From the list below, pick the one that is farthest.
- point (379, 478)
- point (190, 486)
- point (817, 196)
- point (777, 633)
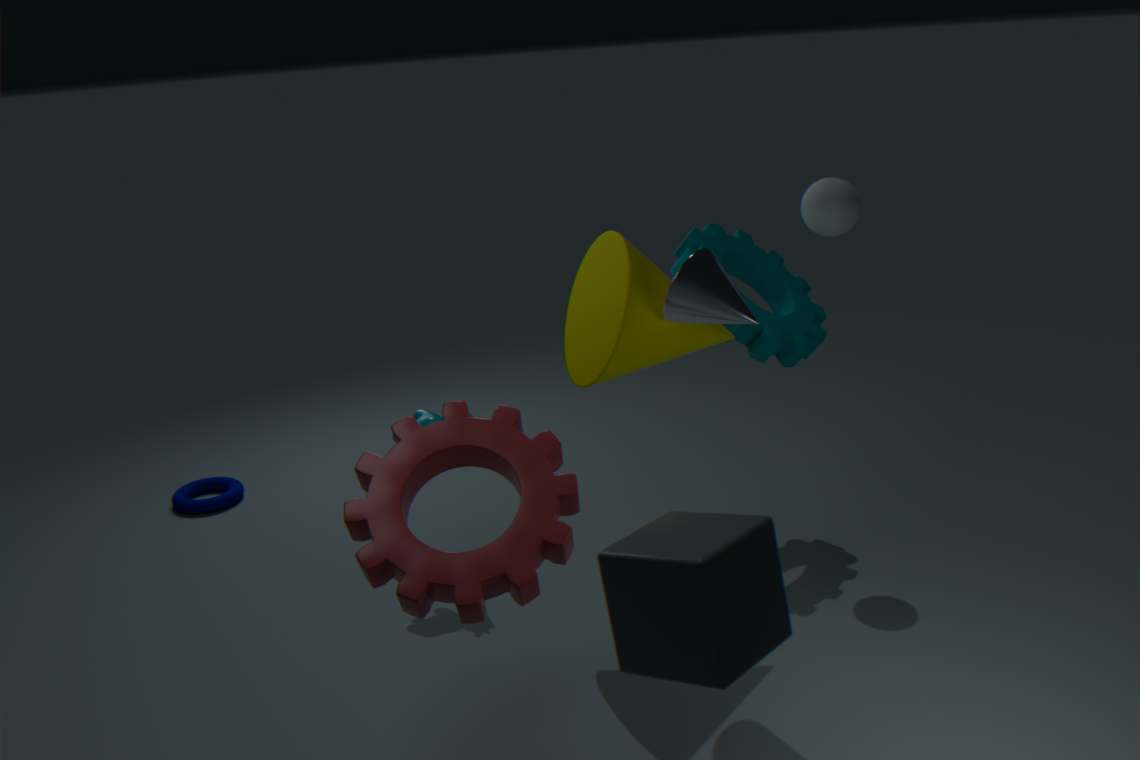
point (190, 486)
